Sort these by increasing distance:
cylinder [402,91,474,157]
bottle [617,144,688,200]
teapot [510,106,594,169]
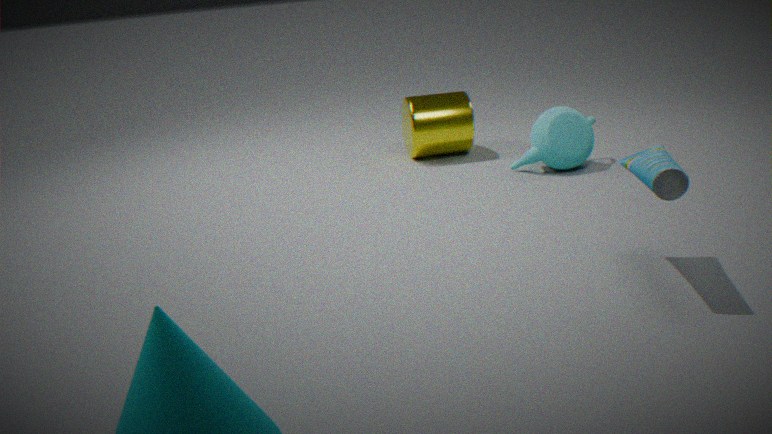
1. bottle [617,144,688,200]
2. teapot [510,106,594,169]
3. cylinder [402,91,474,157]
